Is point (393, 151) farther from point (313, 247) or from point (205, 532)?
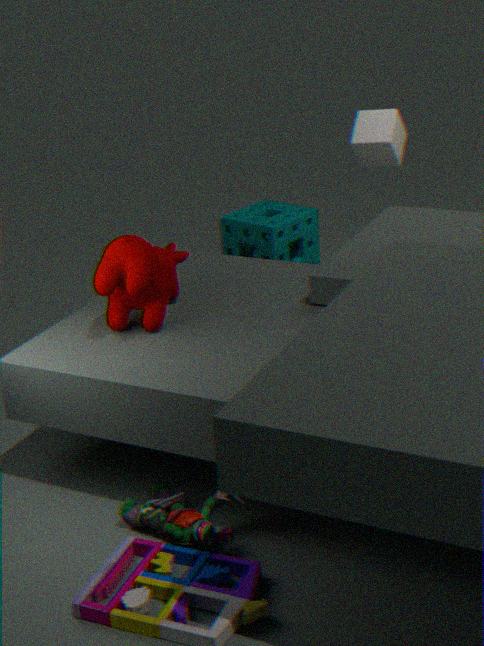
point (205, 532)
